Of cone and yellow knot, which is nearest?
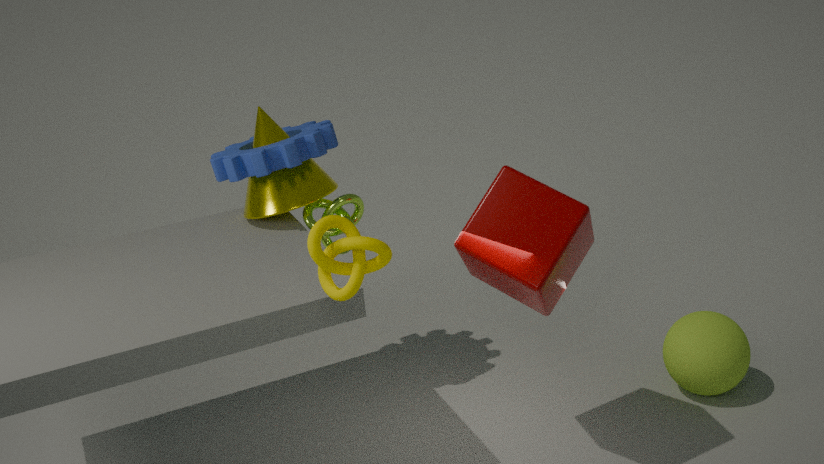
yellow knot
